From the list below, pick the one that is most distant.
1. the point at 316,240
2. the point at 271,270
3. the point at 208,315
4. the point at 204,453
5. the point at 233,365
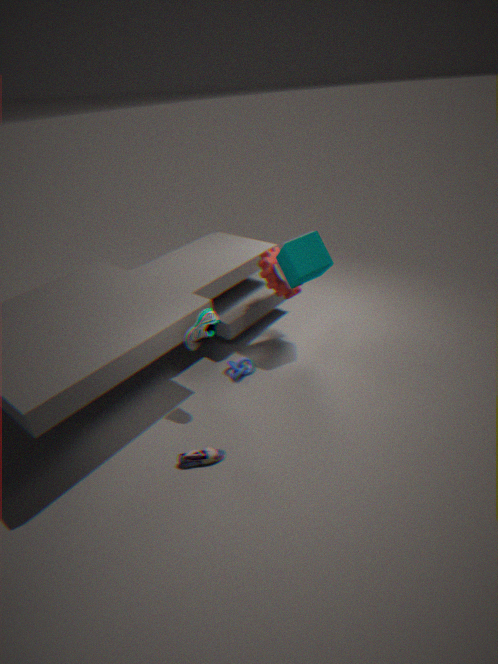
the point at 271,270
